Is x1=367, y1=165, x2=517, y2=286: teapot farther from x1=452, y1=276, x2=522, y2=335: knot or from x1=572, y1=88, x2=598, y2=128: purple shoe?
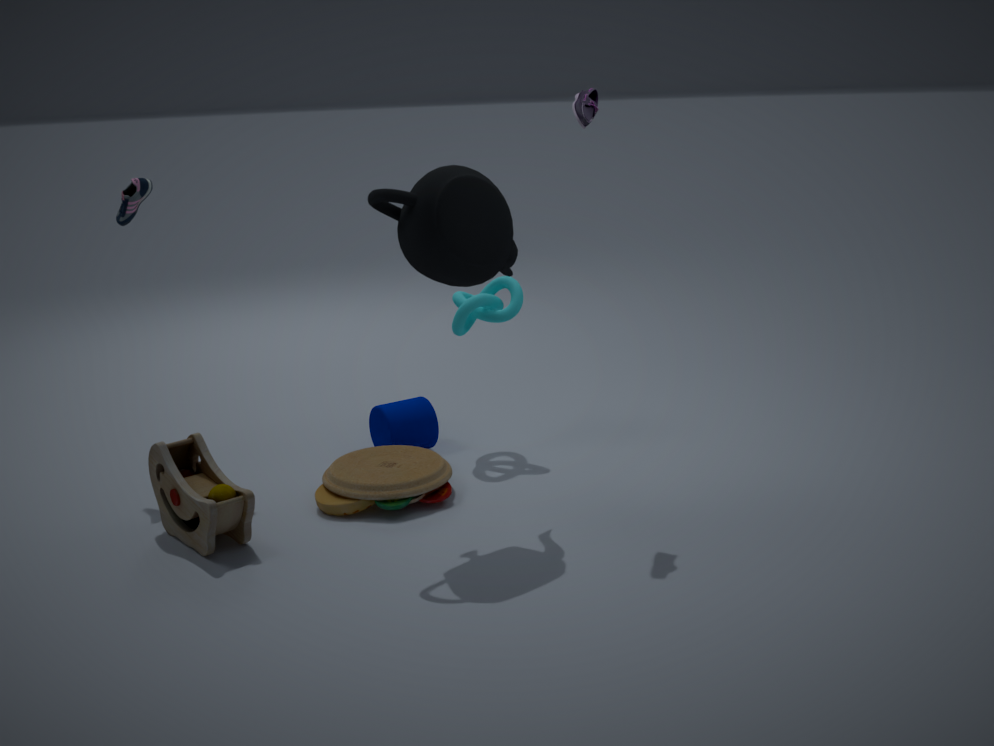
x1=452, y1=276, x2=522, y2=335: knot
